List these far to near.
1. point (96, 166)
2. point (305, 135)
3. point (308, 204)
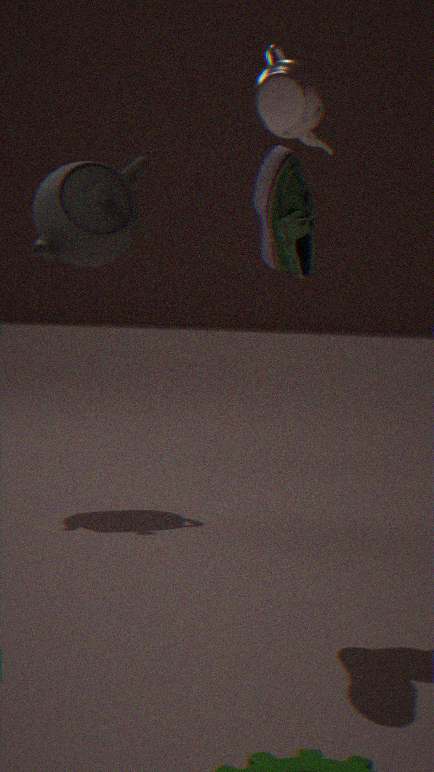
point (96, 166), point (305, 135), point (308, 204)
